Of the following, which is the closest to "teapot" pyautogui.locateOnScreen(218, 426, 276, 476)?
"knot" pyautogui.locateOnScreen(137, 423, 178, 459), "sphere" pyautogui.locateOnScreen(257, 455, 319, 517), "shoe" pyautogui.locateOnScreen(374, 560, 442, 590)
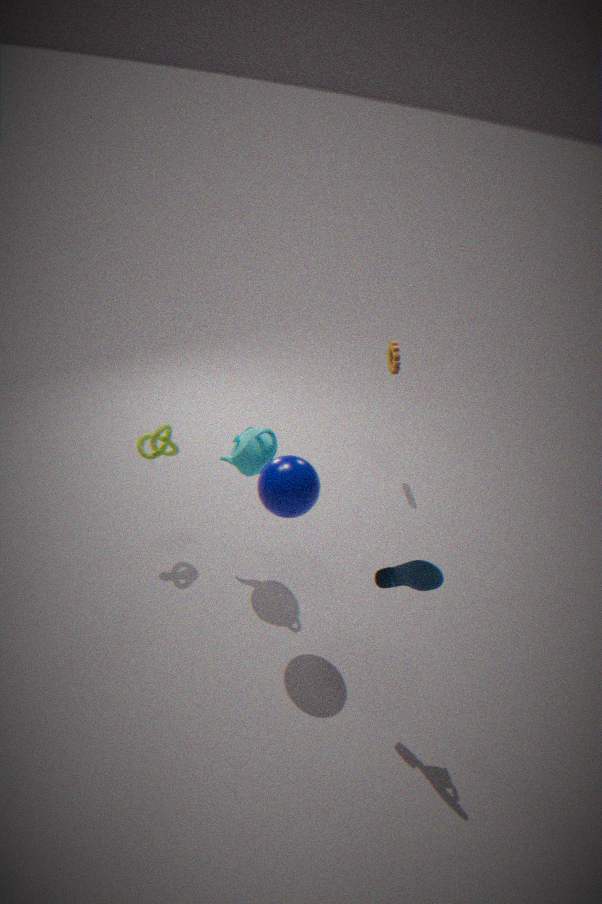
"sphere" pyautogui.locateOnScreen(257, 455, 319, 517)
